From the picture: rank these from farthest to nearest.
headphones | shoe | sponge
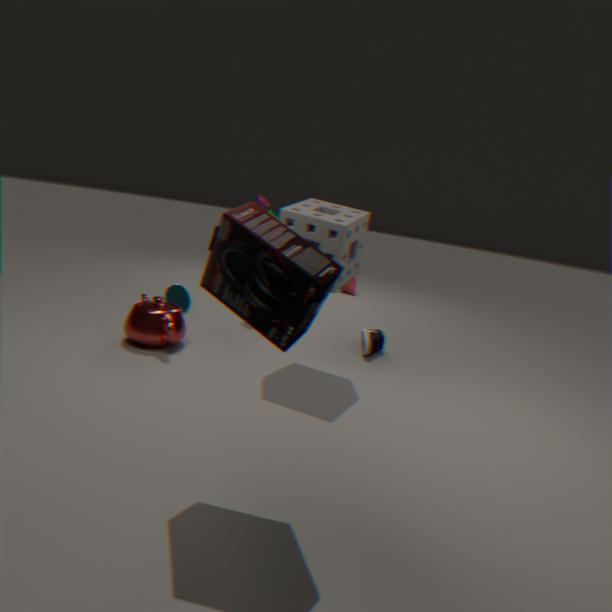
shoe < sponge < headphones
